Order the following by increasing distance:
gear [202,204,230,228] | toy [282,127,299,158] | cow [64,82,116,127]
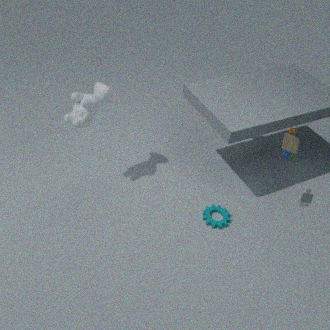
toy [282,127,299,158]
cow [64,82,116,127]
gear [202,204,230,228]
